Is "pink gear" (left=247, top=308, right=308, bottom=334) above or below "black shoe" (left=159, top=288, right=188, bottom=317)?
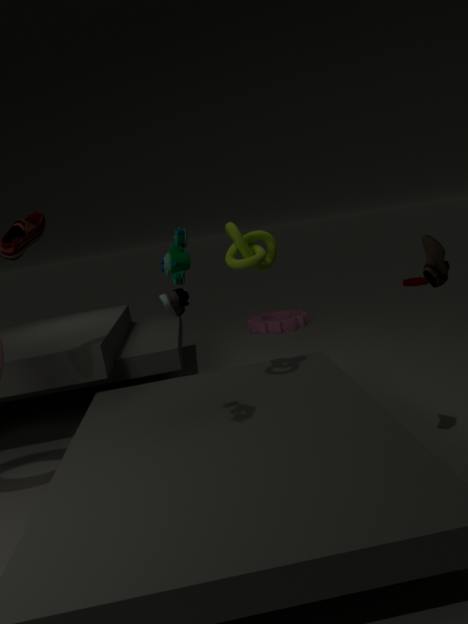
below
